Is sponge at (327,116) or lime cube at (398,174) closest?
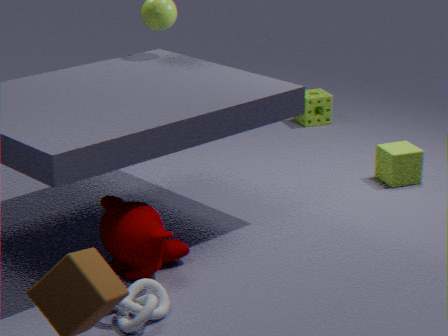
lime cube at (398,174)
